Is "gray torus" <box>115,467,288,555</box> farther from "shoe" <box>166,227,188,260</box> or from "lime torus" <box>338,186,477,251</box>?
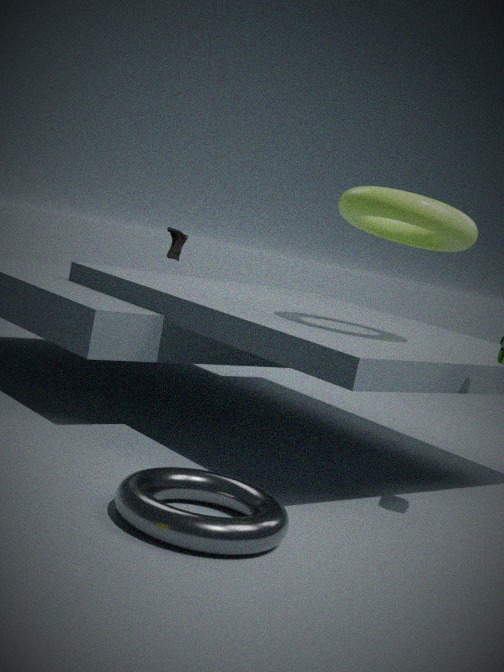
"shoe" <box>166,227,188,260</box>
